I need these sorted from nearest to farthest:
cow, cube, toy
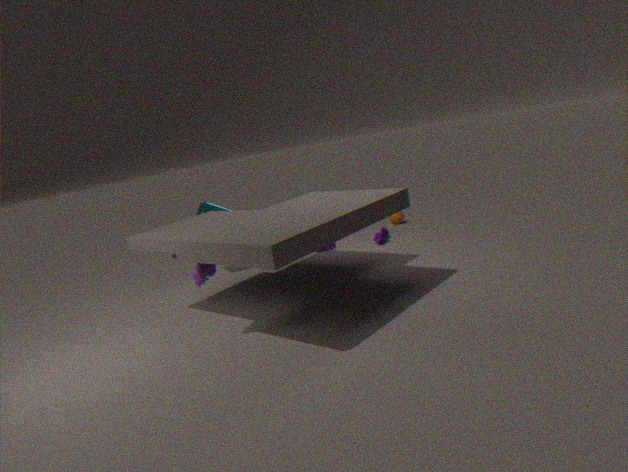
cow, cube, toy
